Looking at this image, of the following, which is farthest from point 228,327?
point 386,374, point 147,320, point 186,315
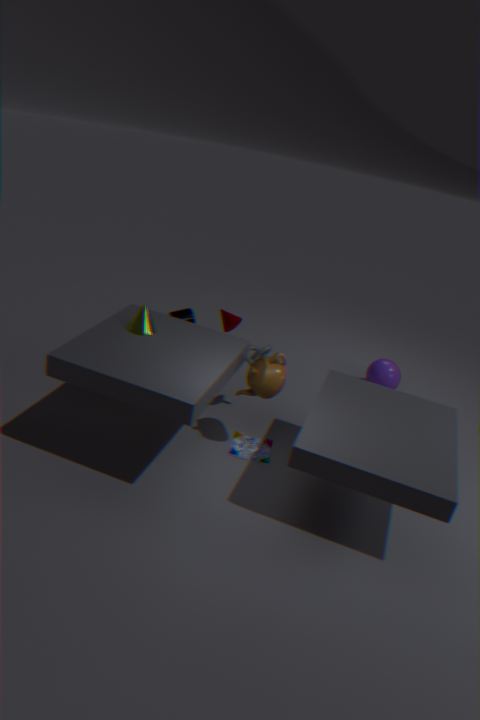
point 386,374
